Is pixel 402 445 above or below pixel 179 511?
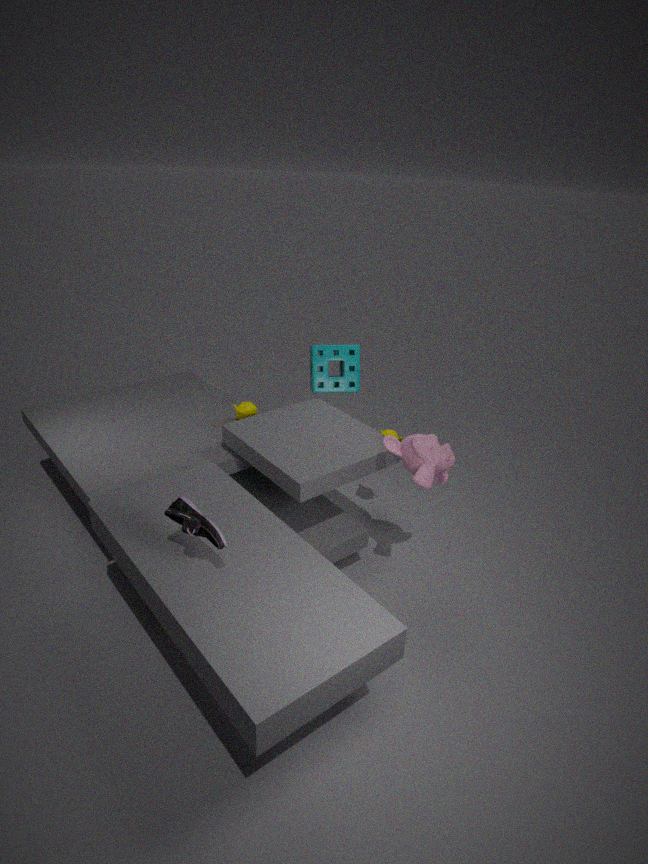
Answer: below
